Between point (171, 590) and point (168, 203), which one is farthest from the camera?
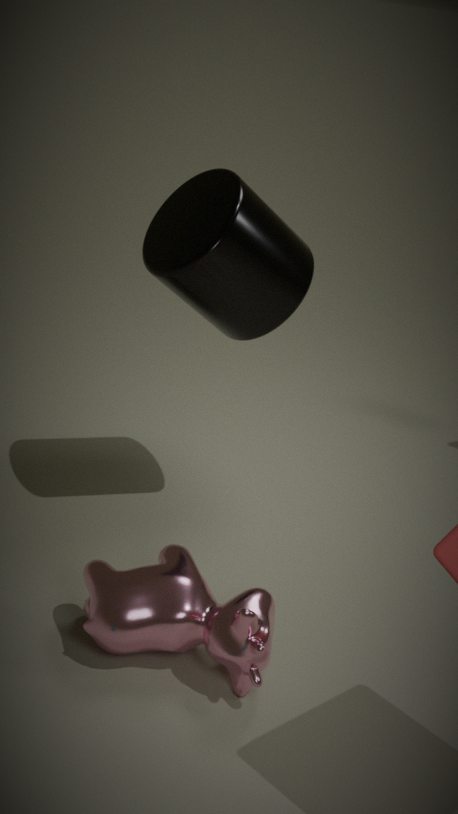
point (168, 203)
